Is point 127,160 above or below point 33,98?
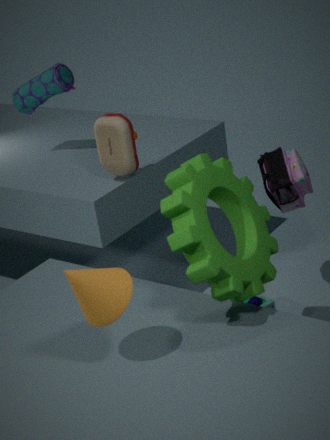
below
